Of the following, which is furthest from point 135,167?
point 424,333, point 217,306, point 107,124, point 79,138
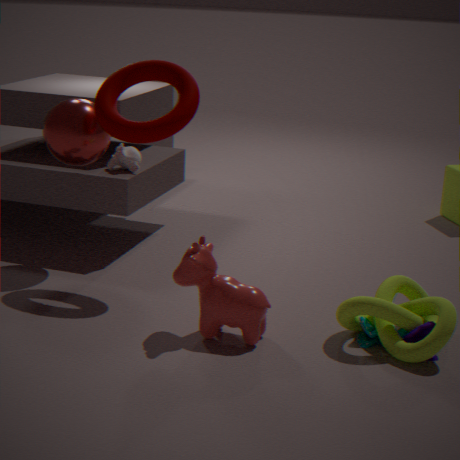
point 424,333
